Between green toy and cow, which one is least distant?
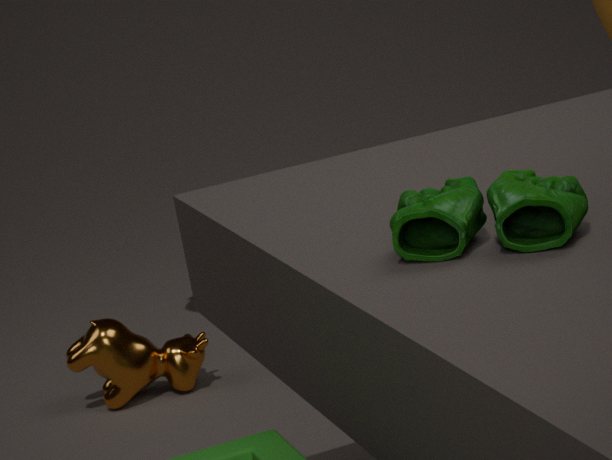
green toy
